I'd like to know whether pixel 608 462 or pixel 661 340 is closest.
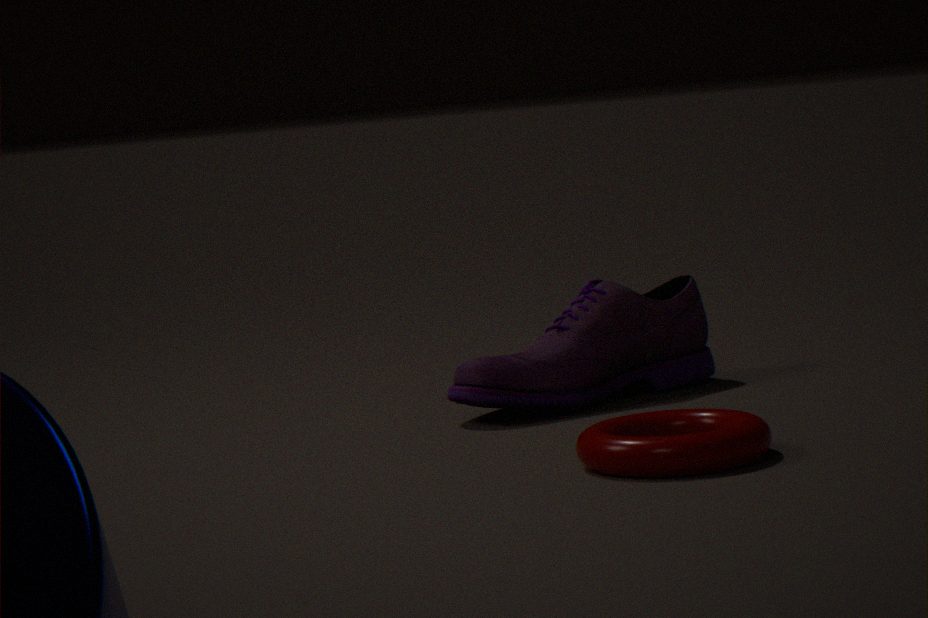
pixel 608 462
